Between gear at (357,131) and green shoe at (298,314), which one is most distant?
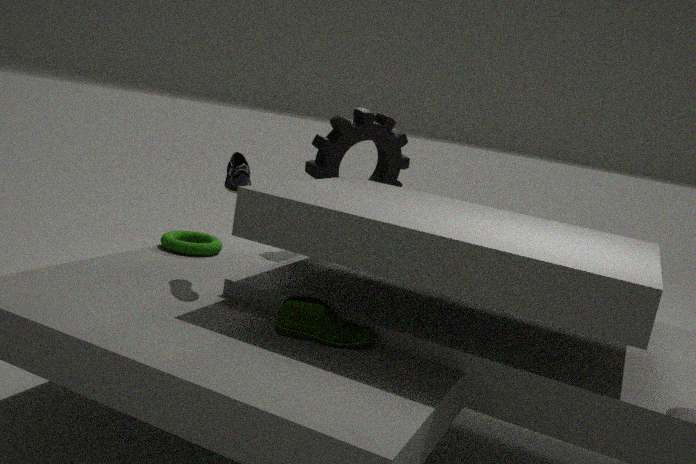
gear at (357,131)
